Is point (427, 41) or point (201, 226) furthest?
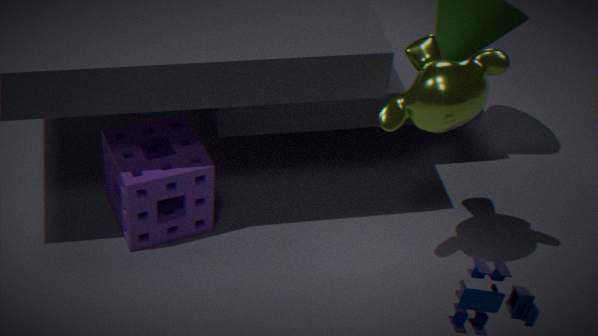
point (201, 226)
